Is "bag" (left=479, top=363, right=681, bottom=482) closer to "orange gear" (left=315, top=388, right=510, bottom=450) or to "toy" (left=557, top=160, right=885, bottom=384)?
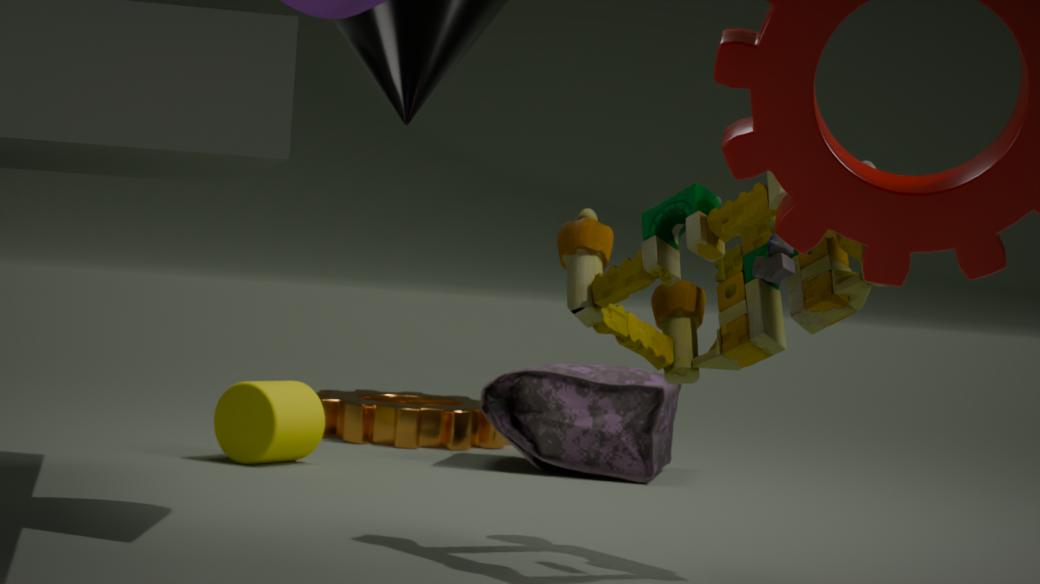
"orange gear" (left=315, top=388, right=510, bottom=450)
